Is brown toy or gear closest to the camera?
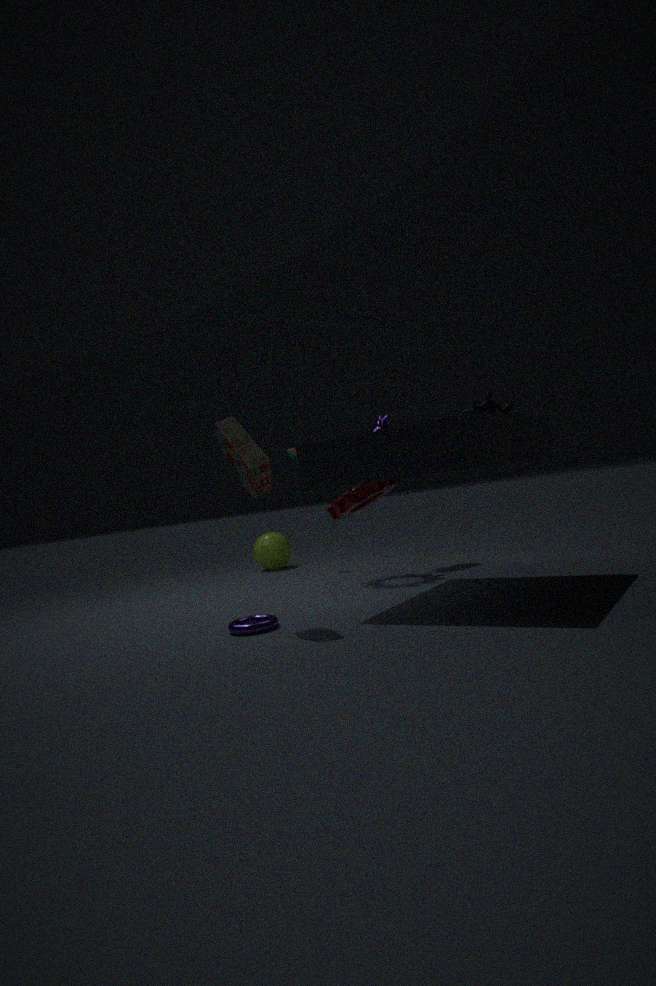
brown toy
